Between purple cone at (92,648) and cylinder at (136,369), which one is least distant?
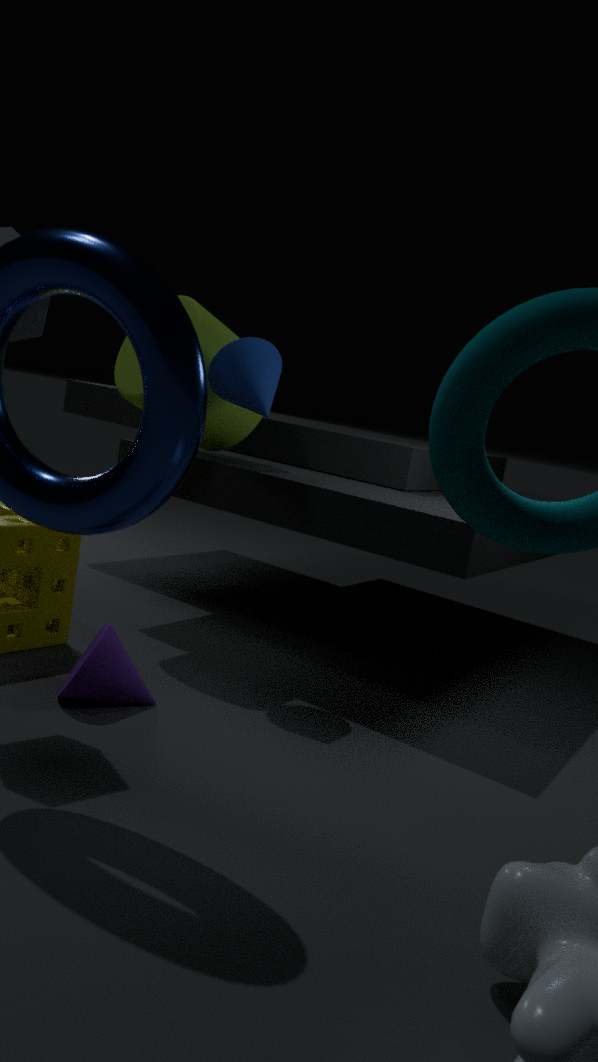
purple cone at (92,648)
